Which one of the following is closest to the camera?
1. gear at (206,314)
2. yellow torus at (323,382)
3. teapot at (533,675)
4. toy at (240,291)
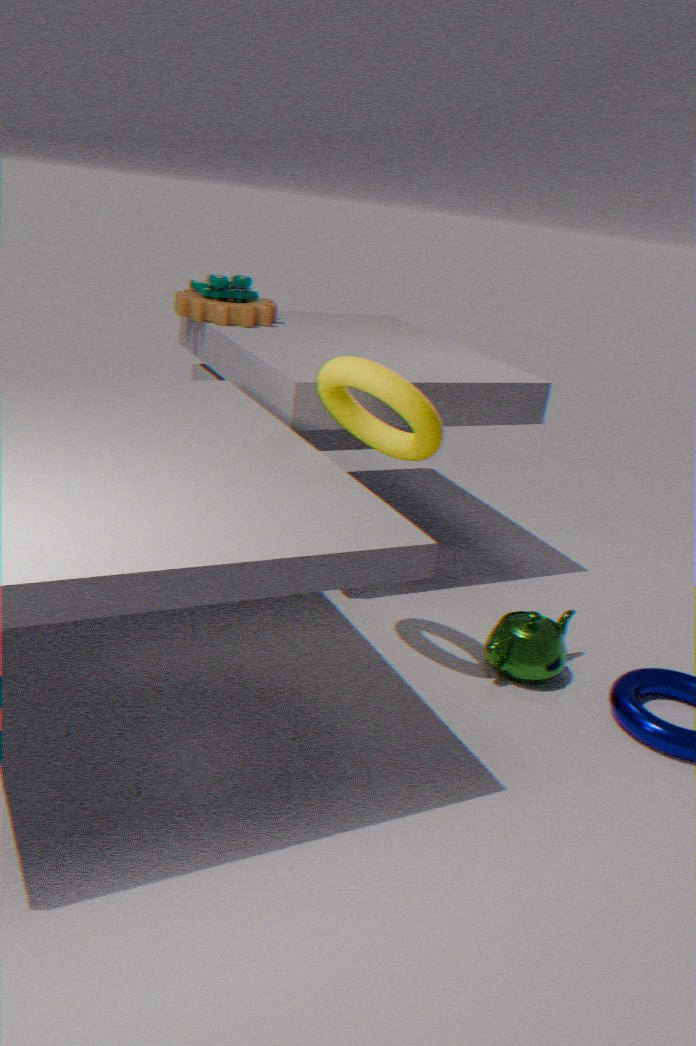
yellow torus at (323,382)
